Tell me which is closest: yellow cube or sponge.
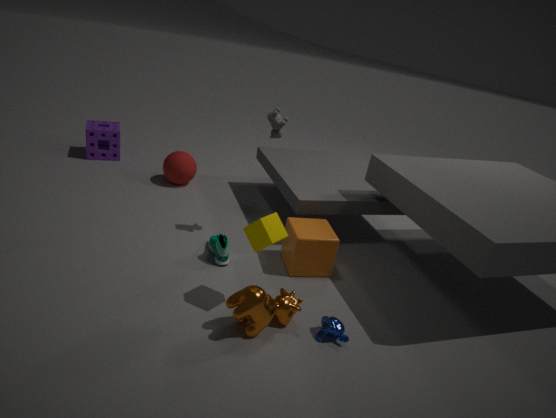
yellow cube
